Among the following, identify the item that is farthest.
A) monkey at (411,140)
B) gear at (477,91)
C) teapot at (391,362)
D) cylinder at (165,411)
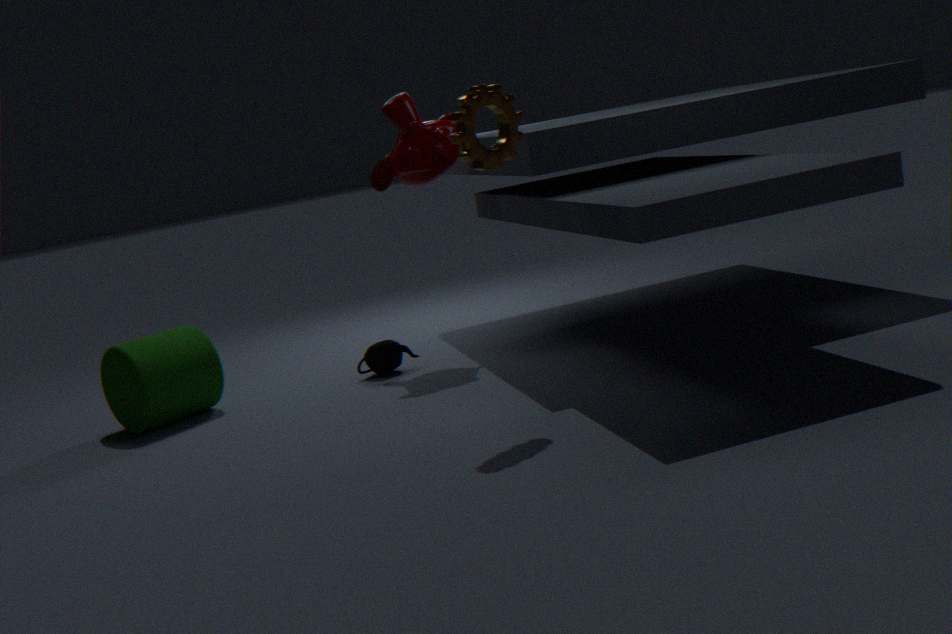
teapot at (391,362)
